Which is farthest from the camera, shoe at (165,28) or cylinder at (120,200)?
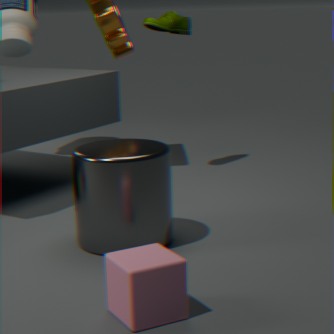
shoe at (165,28)
